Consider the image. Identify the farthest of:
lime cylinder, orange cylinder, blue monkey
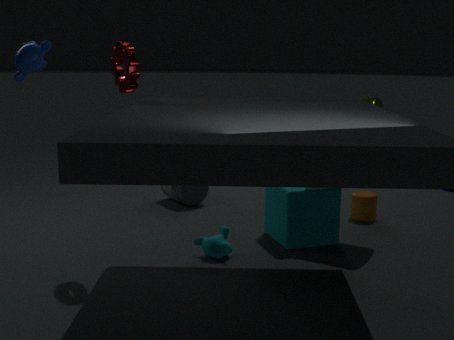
orange cylinder
